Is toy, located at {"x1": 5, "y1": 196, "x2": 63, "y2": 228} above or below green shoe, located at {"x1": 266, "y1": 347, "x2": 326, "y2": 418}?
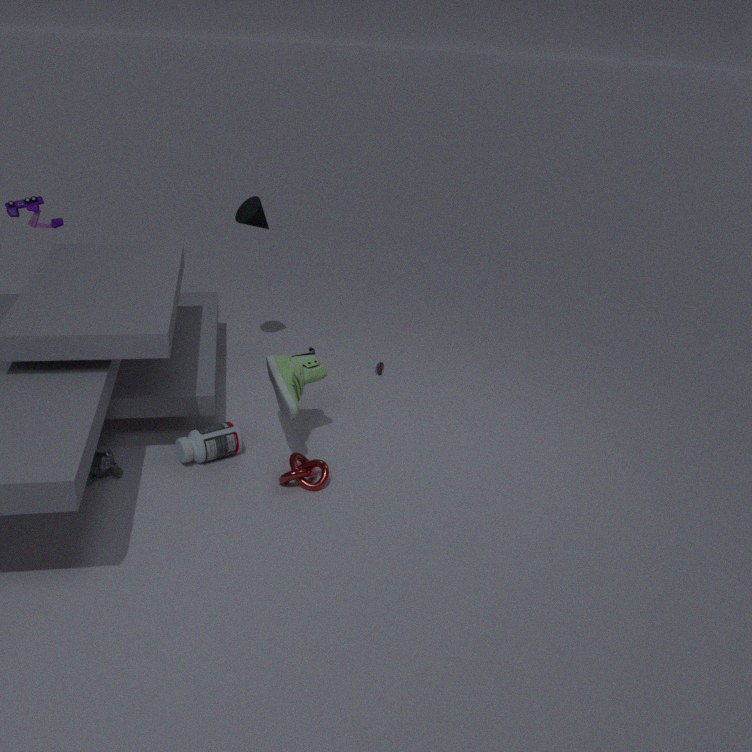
above
